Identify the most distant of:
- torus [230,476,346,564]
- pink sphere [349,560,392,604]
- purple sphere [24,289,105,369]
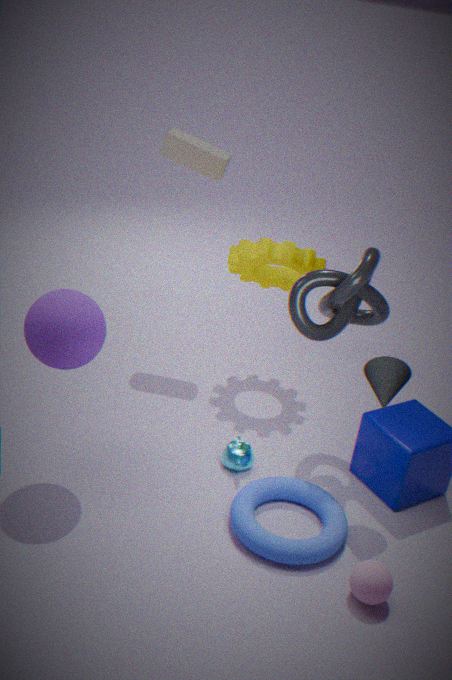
torus [230,476,346,564]
